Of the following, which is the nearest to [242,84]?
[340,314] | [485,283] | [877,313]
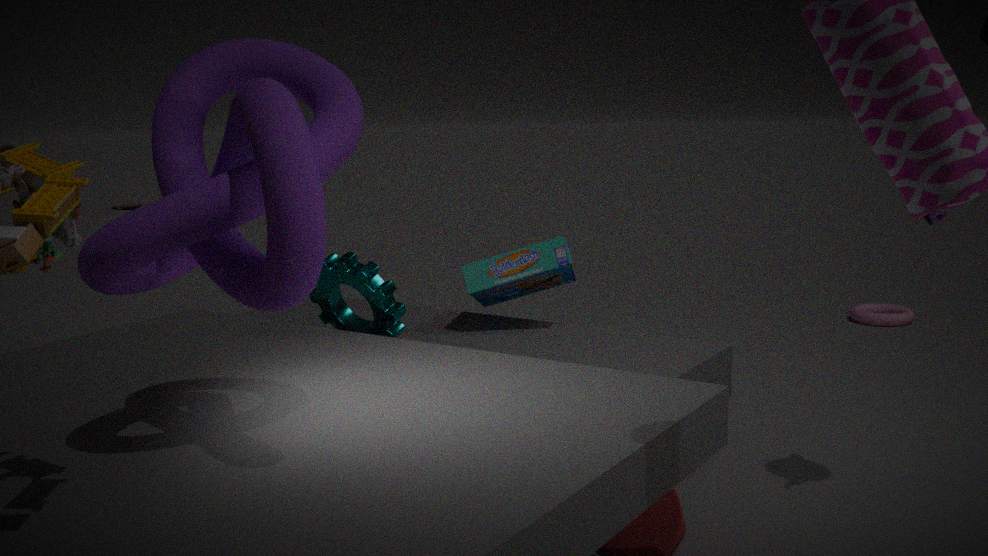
[340,314]
